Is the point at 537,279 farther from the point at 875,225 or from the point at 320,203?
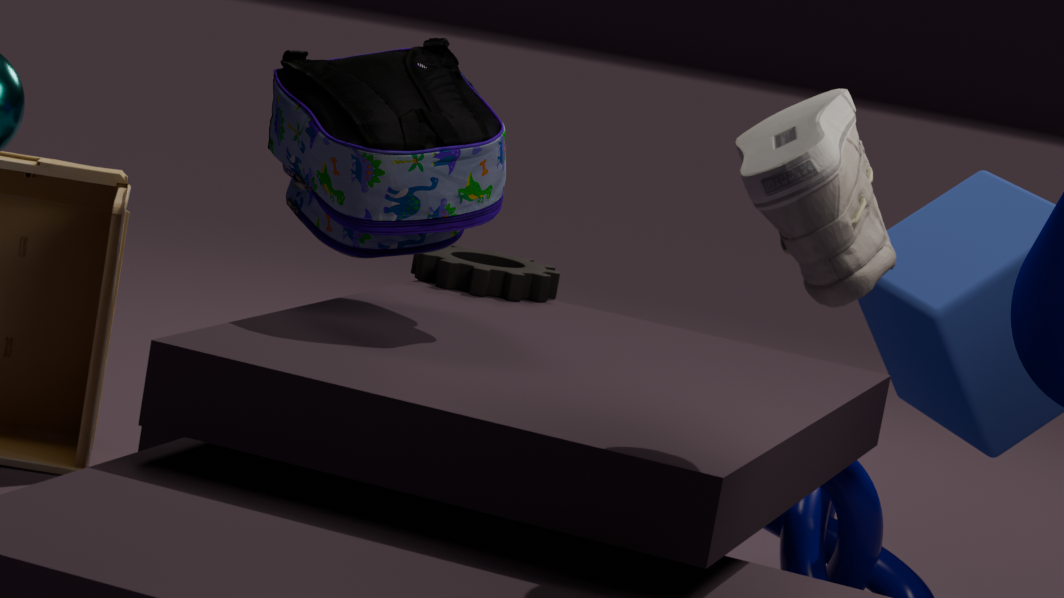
the point at 875,225
